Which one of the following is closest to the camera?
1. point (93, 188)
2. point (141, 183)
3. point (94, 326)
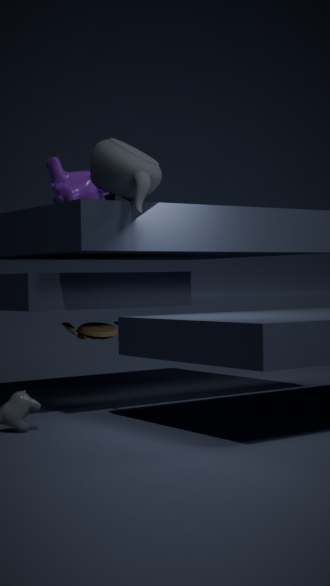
point (141, 183)
